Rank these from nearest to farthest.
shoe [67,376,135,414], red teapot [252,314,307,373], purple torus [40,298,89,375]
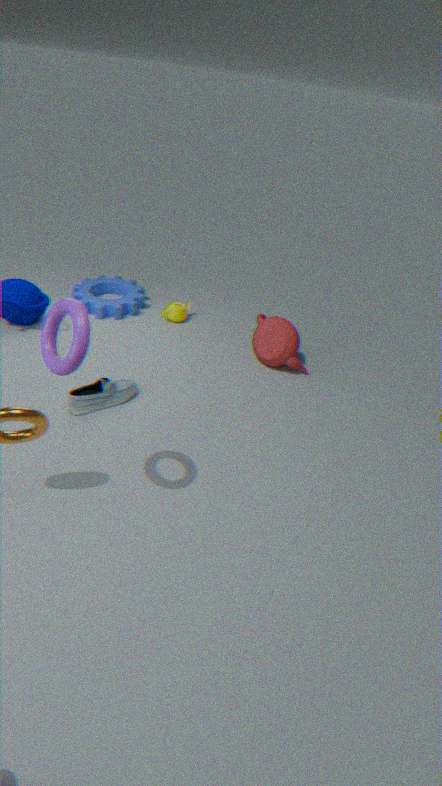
purple torus [40,298,89,375], shoe [67,376,135,414], red teapot [252,314,307,373]
